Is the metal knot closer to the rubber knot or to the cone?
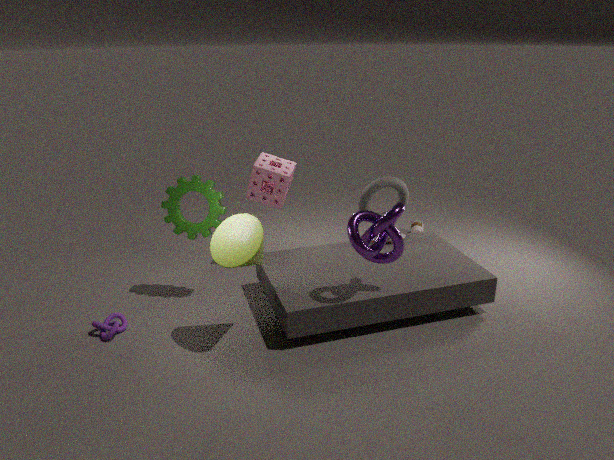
the cone
